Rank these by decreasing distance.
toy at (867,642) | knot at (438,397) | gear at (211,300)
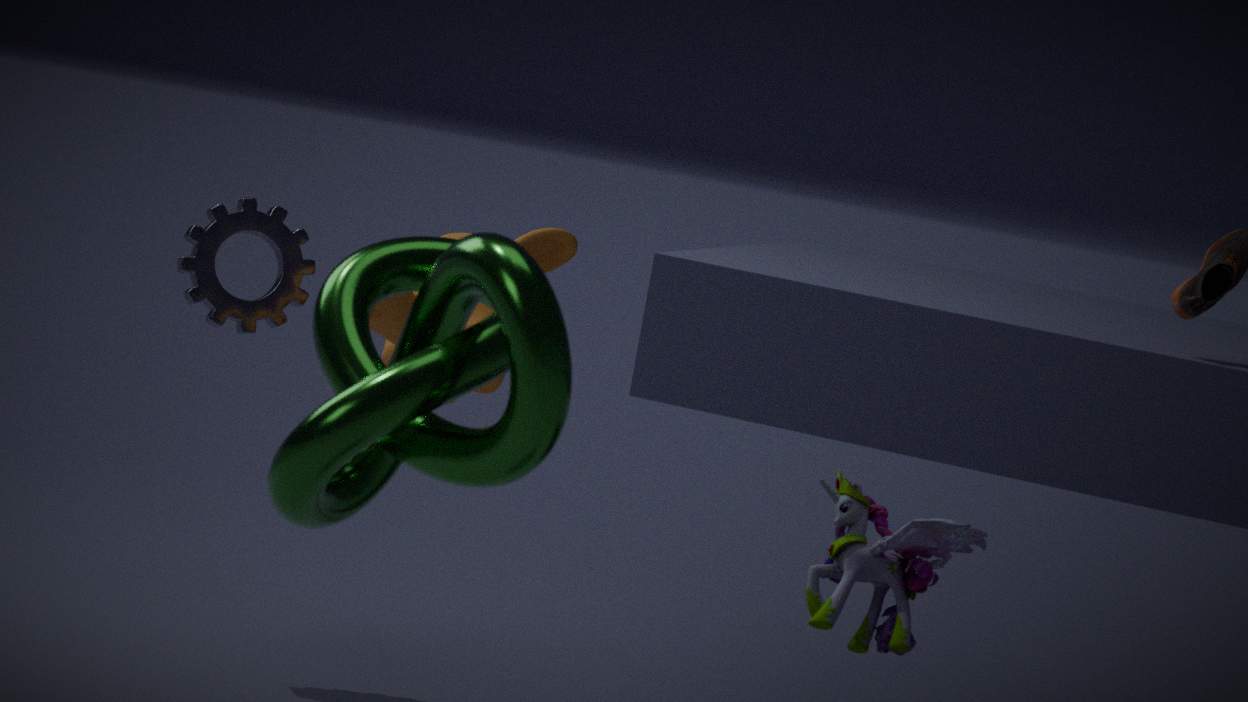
gear at (211,300)
toy at (867,642)
knot at (438,397)
